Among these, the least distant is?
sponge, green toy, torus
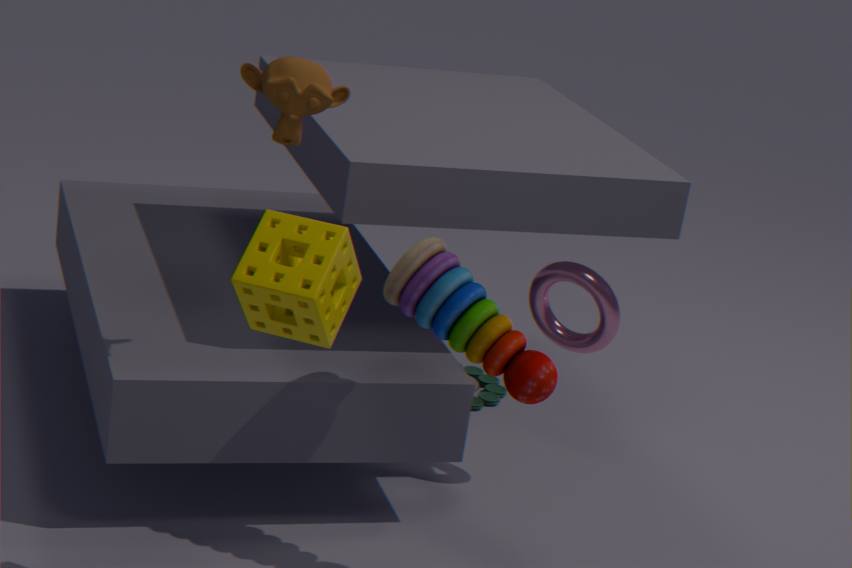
sponge
